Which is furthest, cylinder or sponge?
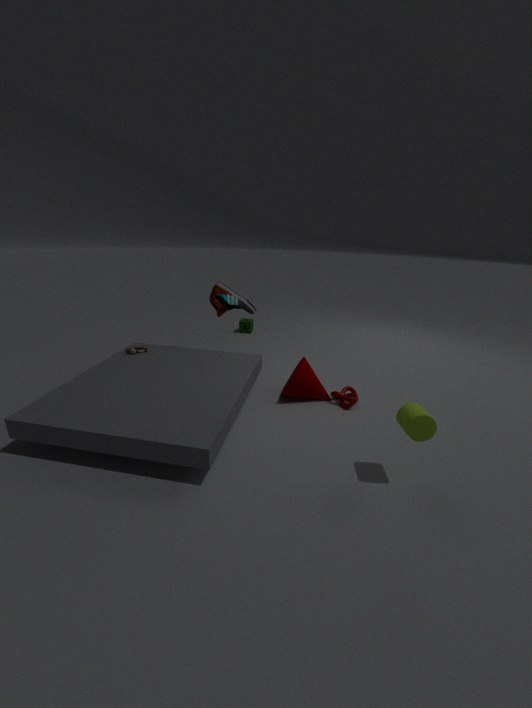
sponge
